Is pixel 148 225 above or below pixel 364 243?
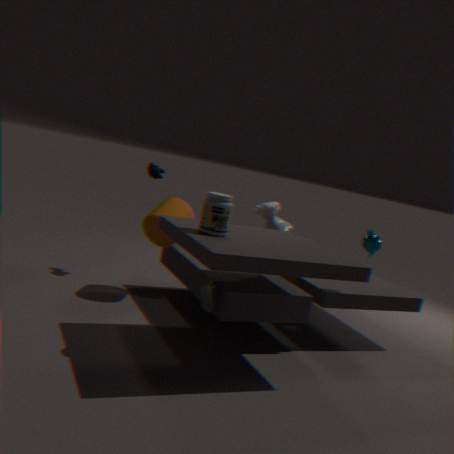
below
